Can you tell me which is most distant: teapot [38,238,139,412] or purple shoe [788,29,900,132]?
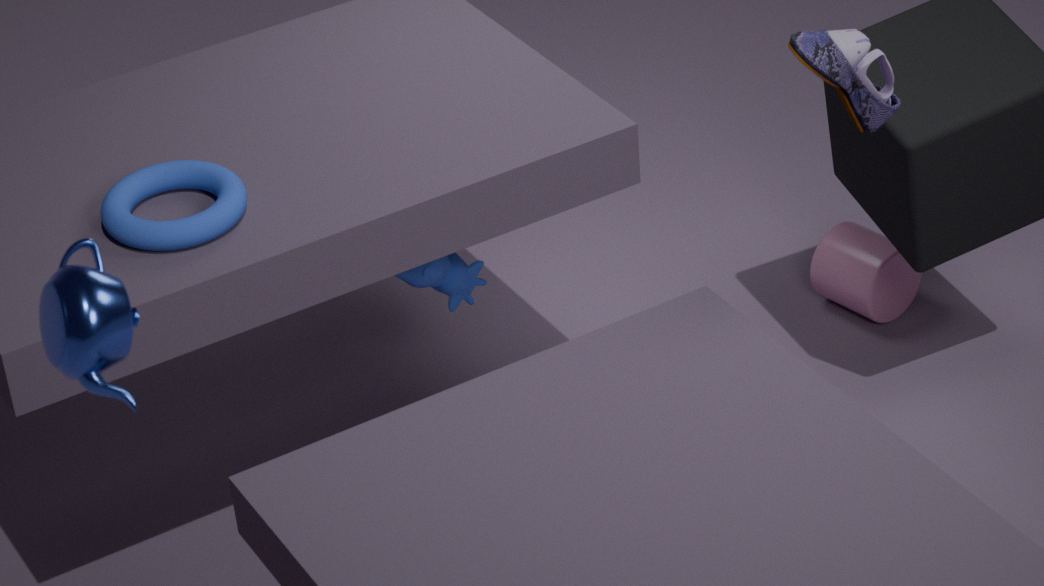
purple shoe [788,29,900,132]
